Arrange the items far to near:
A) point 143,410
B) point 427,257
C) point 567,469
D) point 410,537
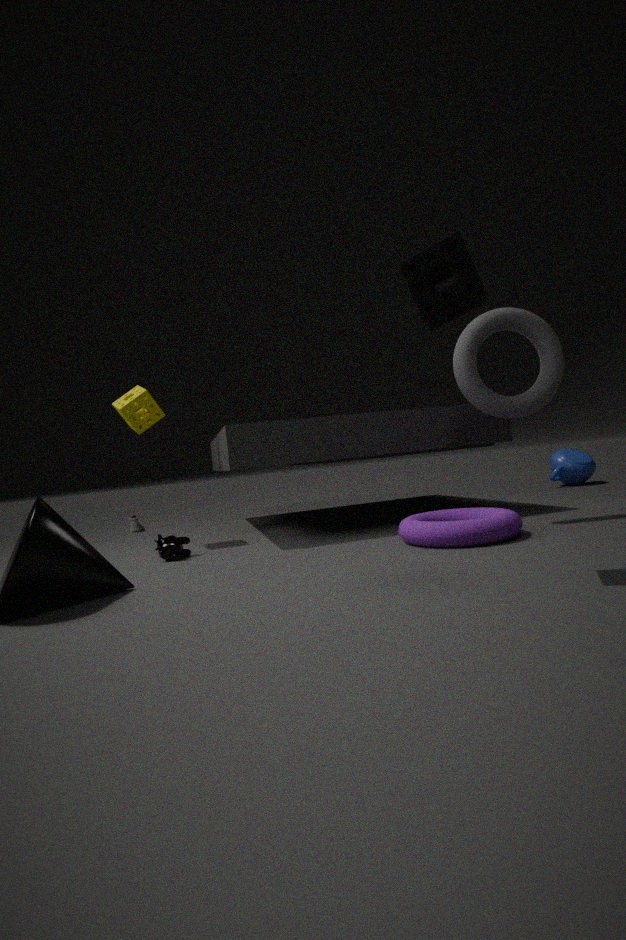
point 567,469
point 143,410
point 410,537
point 427,257
